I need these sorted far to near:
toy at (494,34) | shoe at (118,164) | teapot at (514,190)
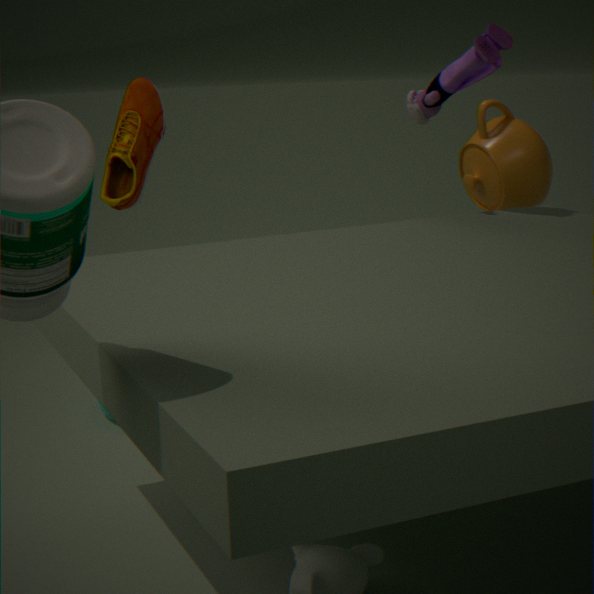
shoe at (118,164) → teapot at (514,190) → toy at (494,34)
